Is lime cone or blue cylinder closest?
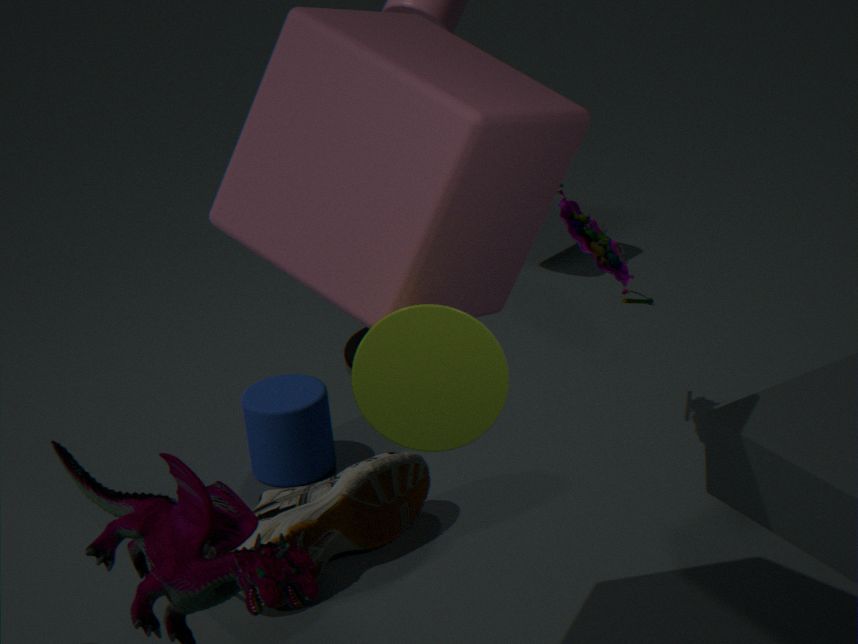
lime cone
